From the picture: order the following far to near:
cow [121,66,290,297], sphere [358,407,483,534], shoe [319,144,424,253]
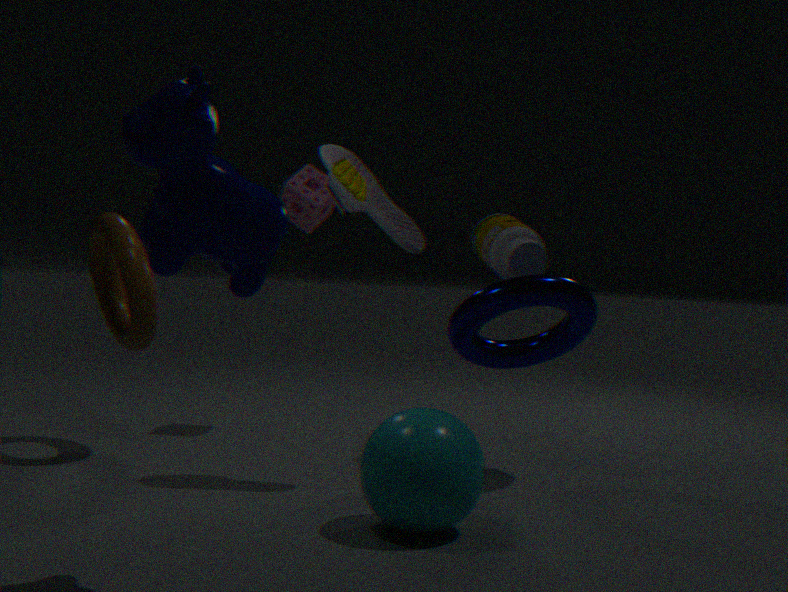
shoe [319,144,424,253]
sphere [358,407,483,534]
cow [121,66,290,297]
